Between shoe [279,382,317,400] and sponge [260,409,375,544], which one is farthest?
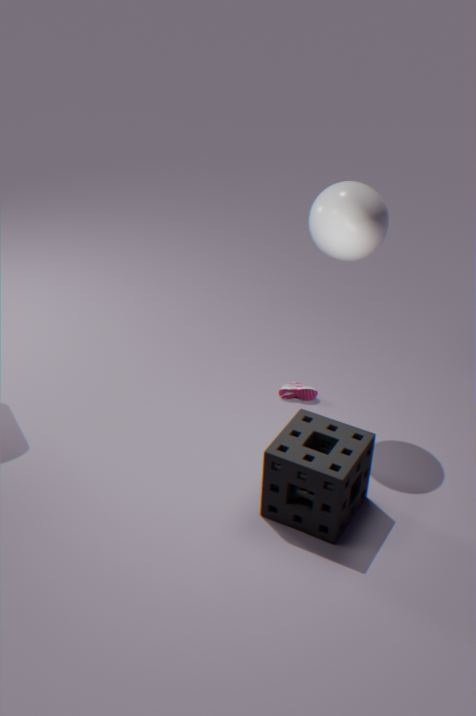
shoe [279,382,317,400]
